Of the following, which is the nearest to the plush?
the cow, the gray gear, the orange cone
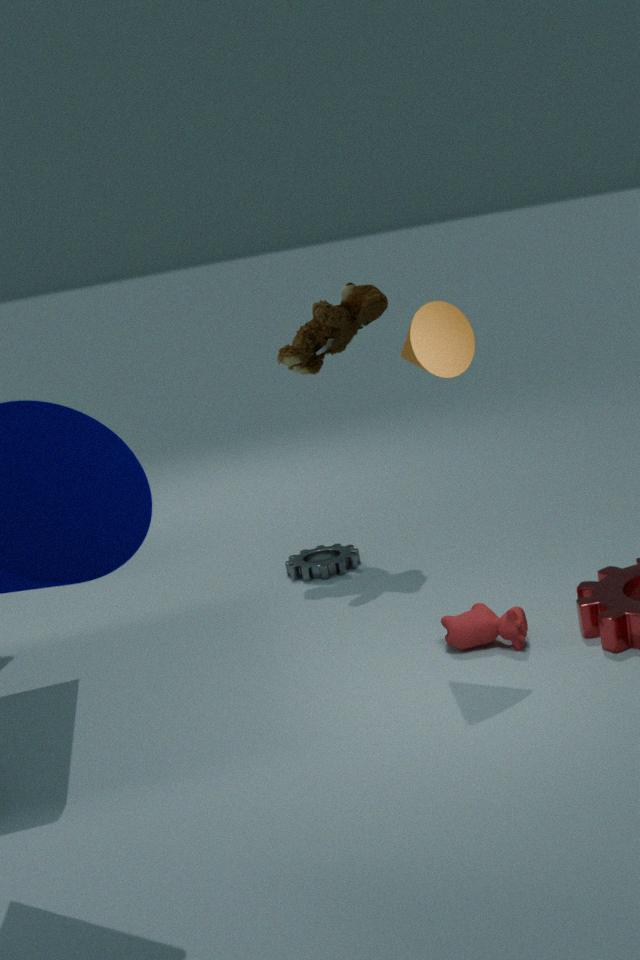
the gray gear
